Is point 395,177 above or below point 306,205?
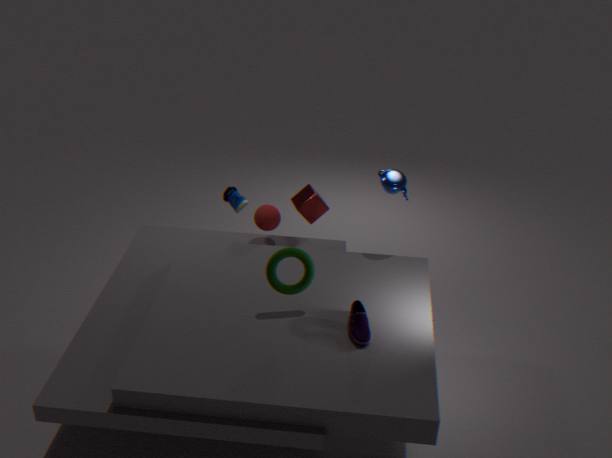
above
